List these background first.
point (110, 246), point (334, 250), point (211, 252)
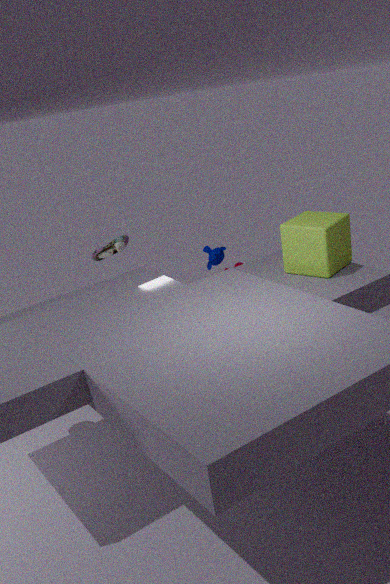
point (211, 252) < point (110, 246) < point (334, 250)
